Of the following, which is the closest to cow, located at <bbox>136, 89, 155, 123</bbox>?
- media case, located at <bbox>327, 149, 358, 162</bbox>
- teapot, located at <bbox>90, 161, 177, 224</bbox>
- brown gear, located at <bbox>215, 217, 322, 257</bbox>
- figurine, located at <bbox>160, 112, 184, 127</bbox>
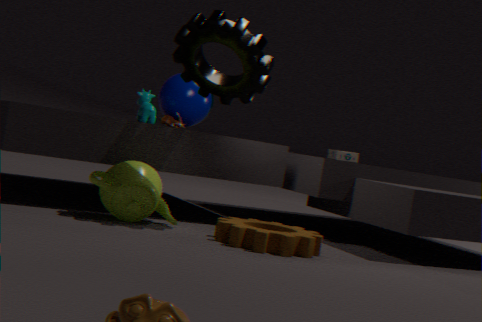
figurine, located at <bbox>160, 112, 184, 127</bbox>
